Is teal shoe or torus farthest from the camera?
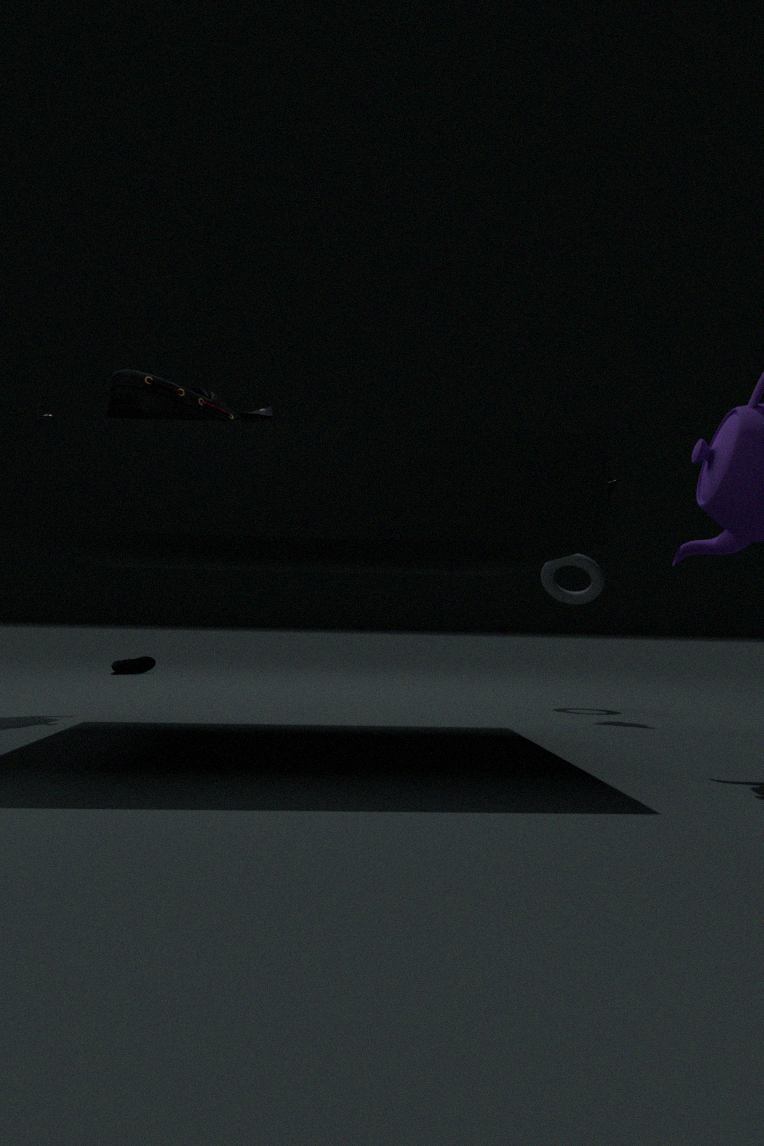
teal shoe
